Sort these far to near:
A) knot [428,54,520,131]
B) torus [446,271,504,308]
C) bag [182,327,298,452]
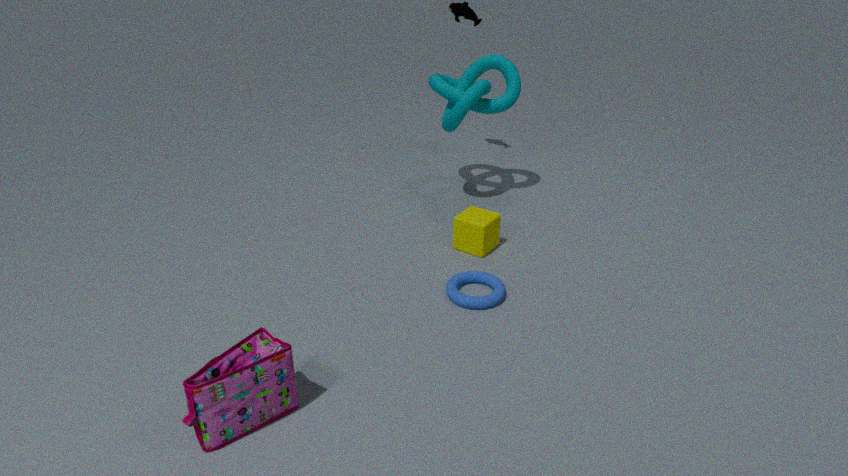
knot [428,54,520,131], torus [446,271,504,308], bag [182,327,298,452]
